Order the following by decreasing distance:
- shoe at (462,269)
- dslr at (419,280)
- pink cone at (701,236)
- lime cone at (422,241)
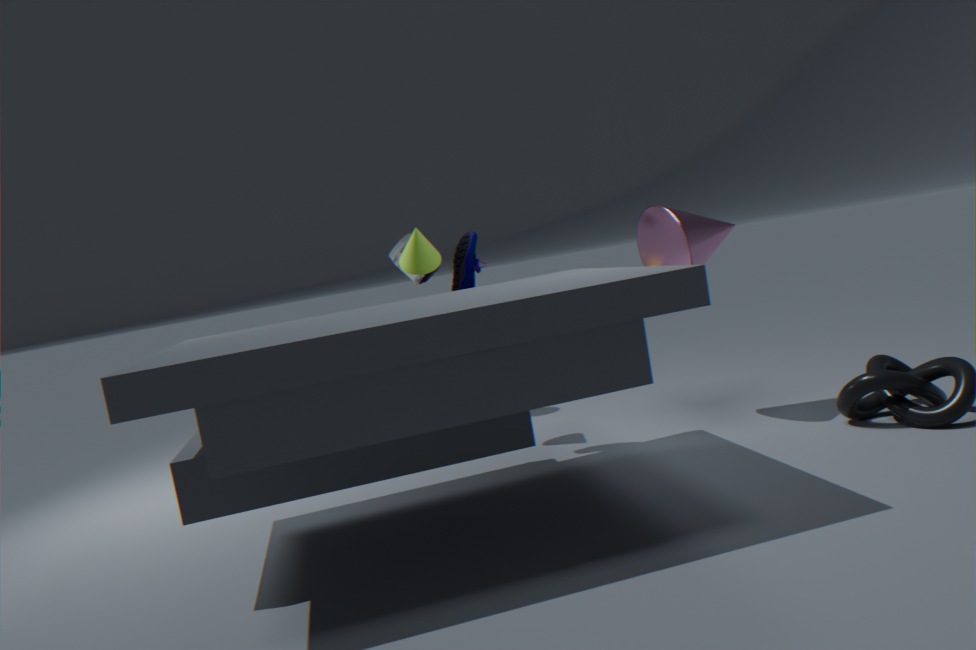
1. dslr at (419,280)
2. lime cone at (422,241)
3. shoe at (462,269)
4. pink cone at (701,236)
